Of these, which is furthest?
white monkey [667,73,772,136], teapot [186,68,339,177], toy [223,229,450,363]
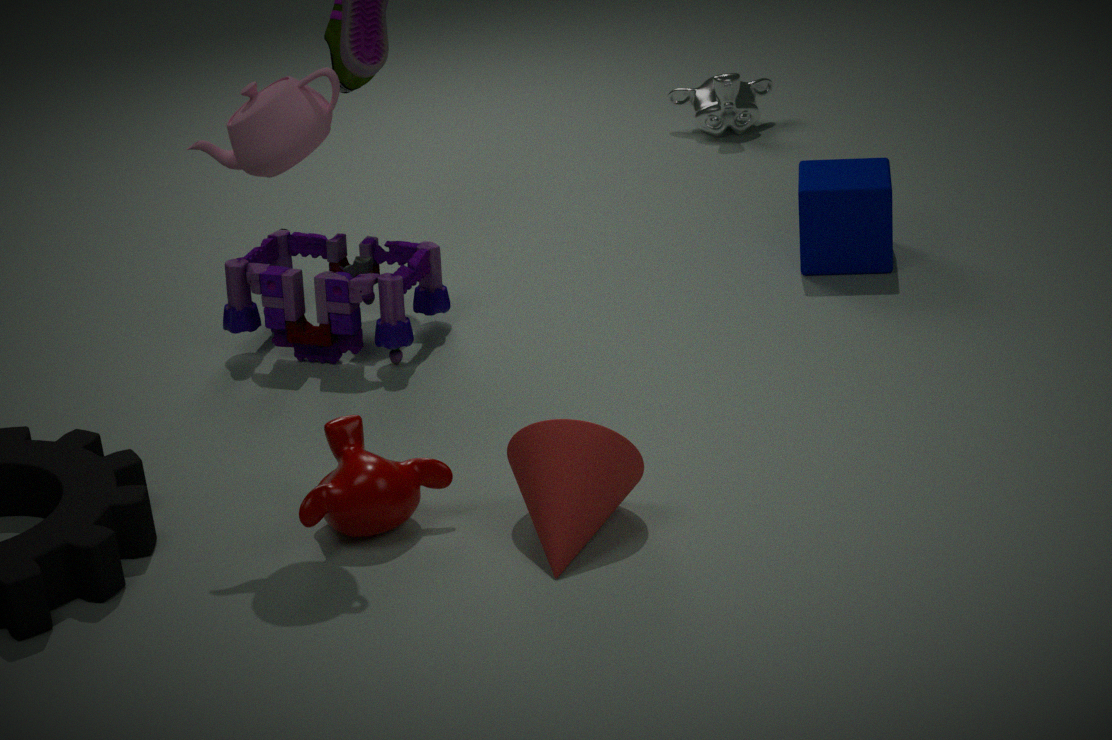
white monkey [667,73,772,136]
